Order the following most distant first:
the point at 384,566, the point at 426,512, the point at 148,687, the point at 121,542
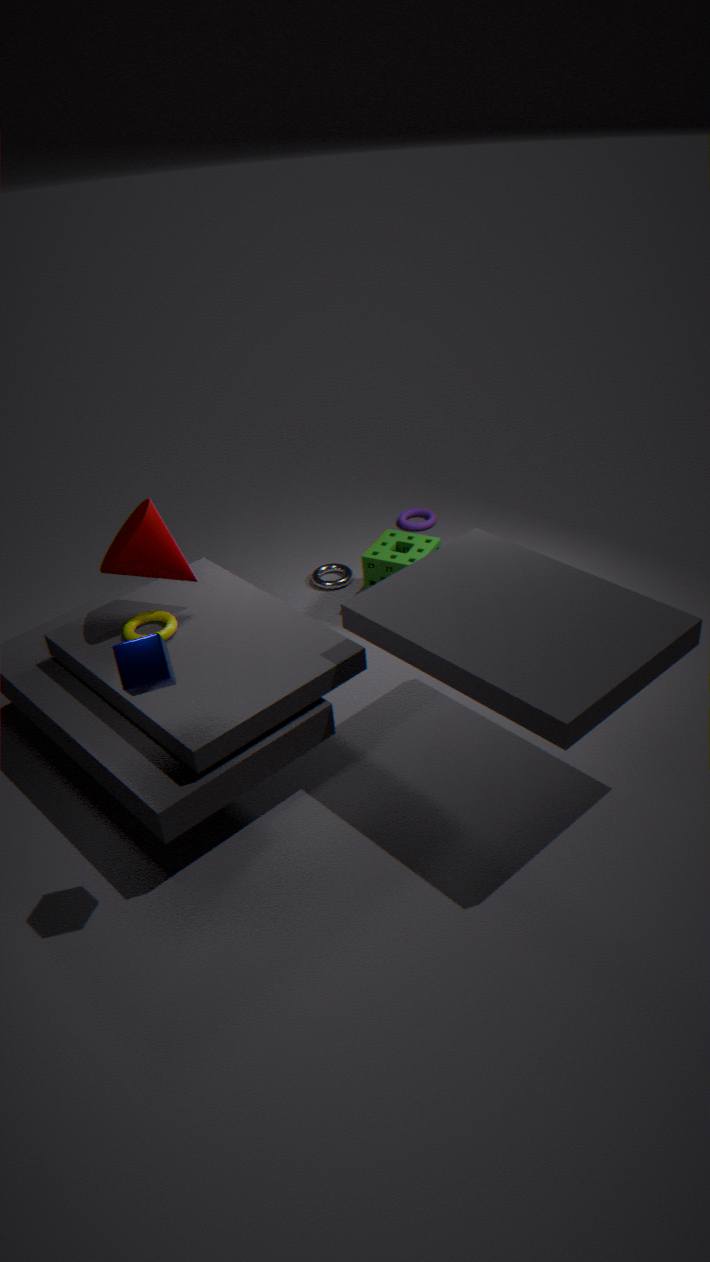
1. the point at 426,512
2. the point at 384,566
3. the point at 121,542
4. the point at 148,687
